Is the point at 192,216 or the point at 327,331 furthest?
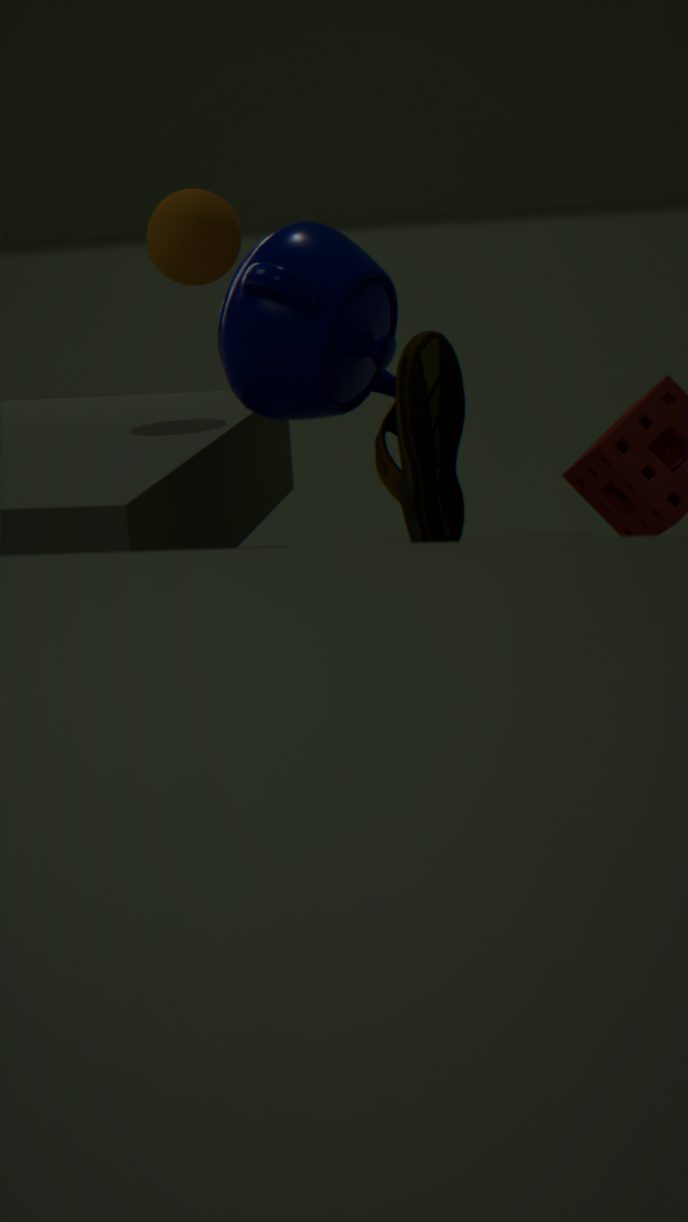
the point at 192,216
